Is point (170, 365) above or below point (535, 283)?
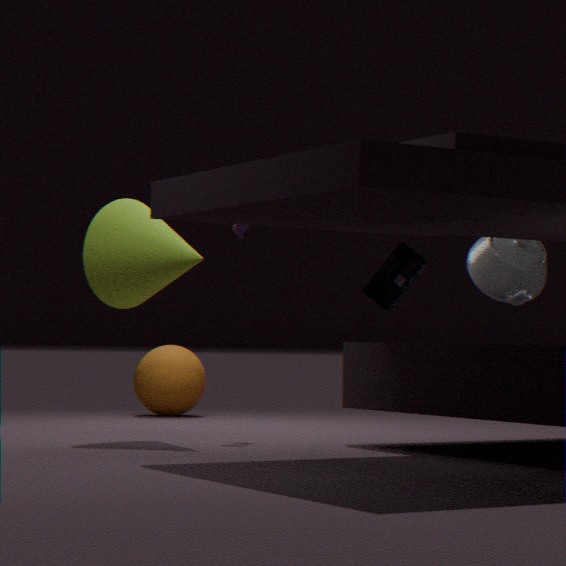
below
